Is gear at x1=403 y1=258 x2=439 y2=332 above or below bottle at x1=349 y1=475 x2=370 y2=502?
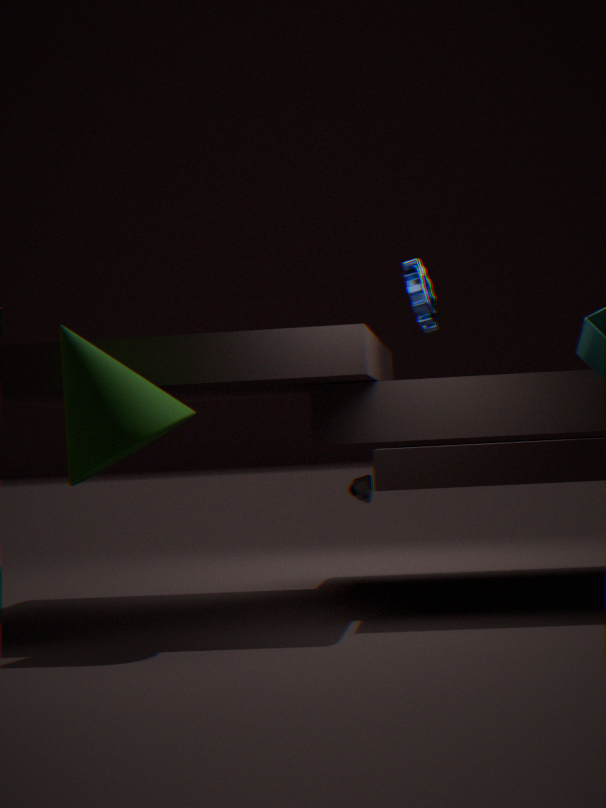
above
